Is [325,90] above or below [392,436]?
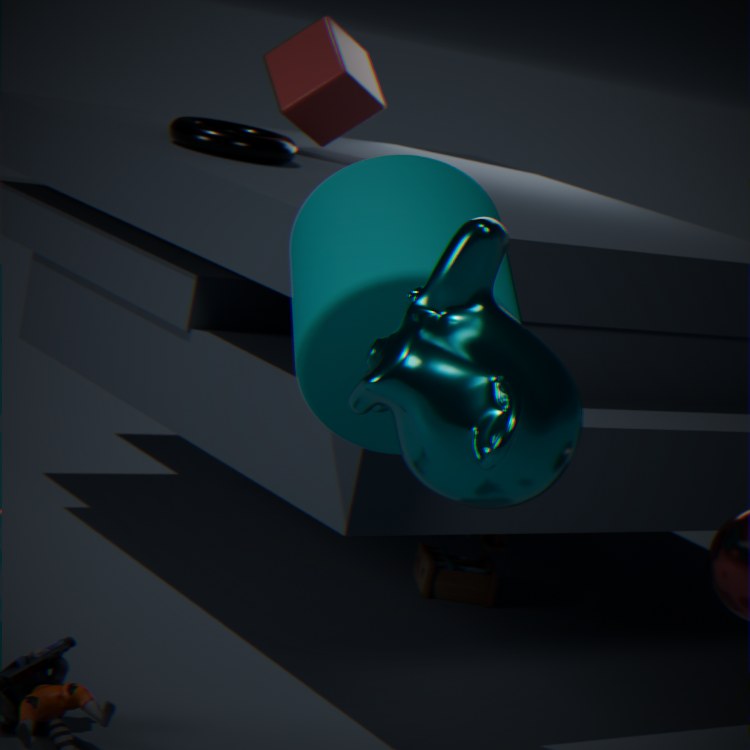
above
